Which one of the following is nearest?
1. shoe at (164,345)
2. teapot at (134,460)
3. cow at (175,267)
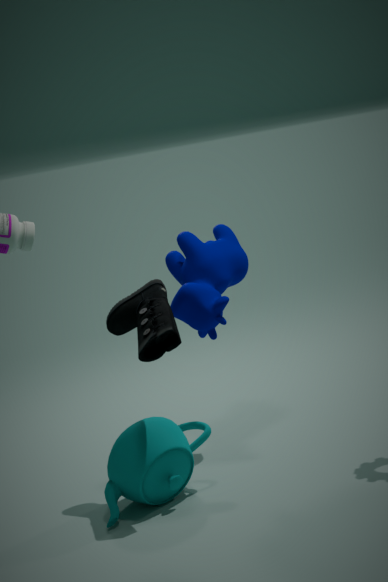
shoe at (164,345)
